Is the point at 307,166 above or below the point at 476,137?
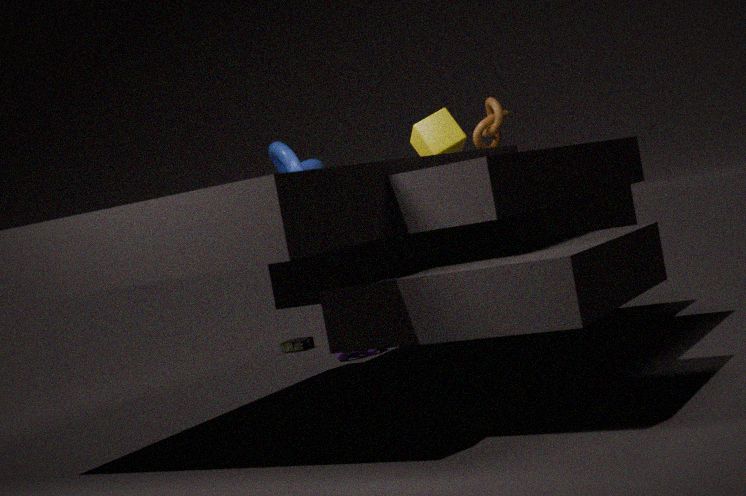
below
